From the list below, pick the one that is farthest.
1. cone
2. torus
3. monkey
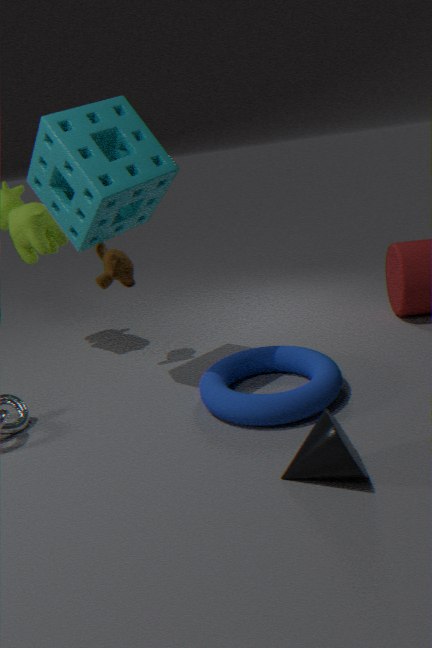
monkey
